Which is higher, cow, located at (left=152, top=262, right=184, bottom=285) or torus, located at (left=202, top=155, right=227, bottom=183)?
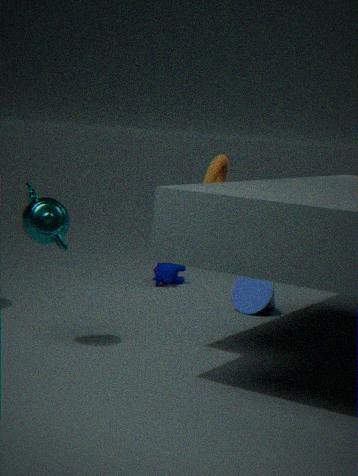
torus, located at (left=202, top=155, right=227, bottom=183)
